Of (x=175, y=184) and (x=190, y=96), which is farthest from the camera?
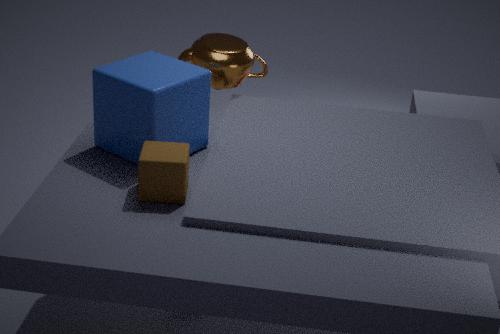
(x=190, y=96)
